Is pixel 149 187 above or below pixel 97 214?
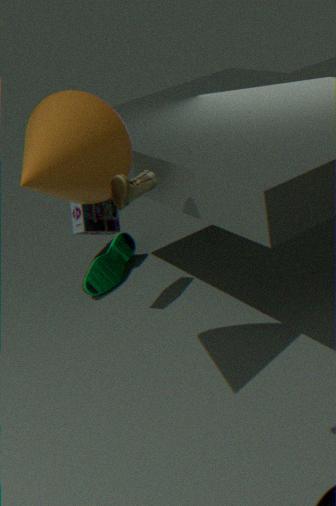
above
